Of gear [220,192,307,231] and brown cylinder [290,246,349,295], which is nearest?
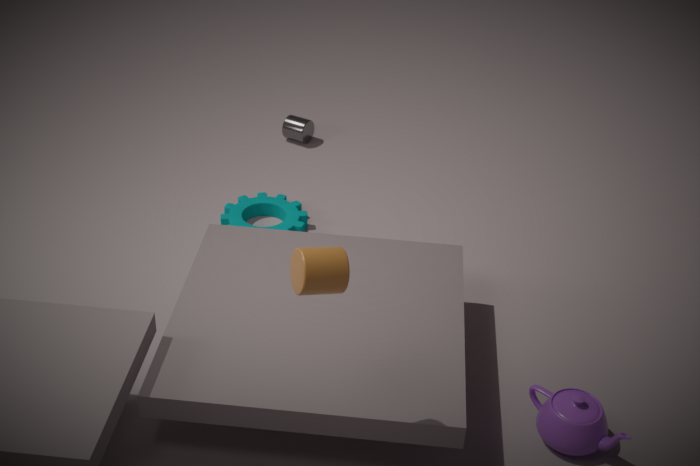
brown cylinder [290,246,349,295]
